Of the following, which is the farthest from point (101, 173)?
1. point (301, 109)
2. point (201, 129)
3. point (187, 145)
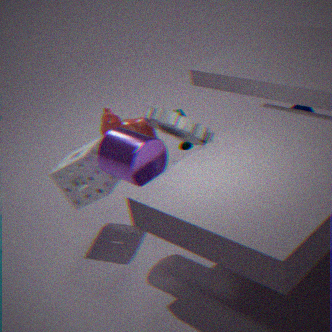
point (301, 109)
